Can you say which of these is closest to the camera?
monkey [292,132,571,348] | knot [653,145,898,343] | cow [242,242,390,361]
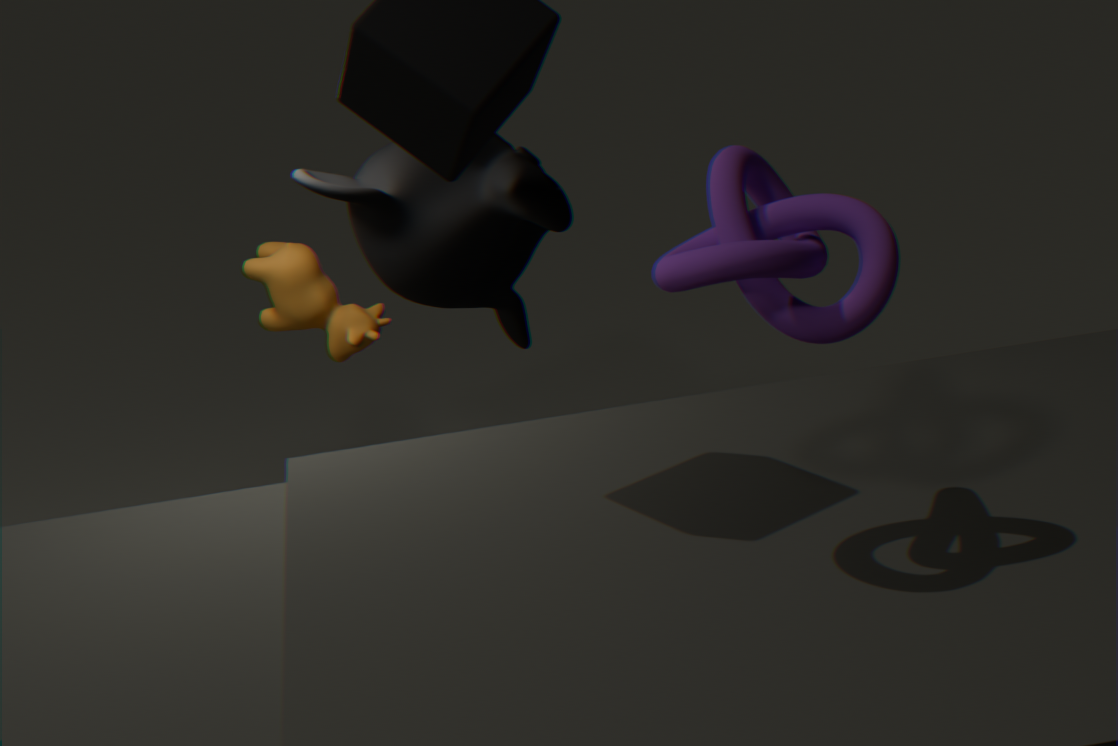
knot [653,145,898,343]
